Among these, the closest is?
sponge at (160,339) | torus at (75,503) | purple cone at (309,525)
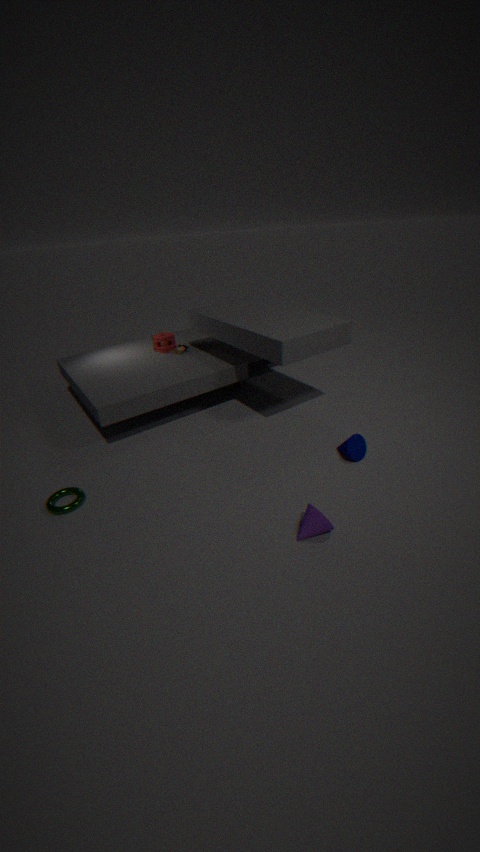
purple cone at (309,525)
